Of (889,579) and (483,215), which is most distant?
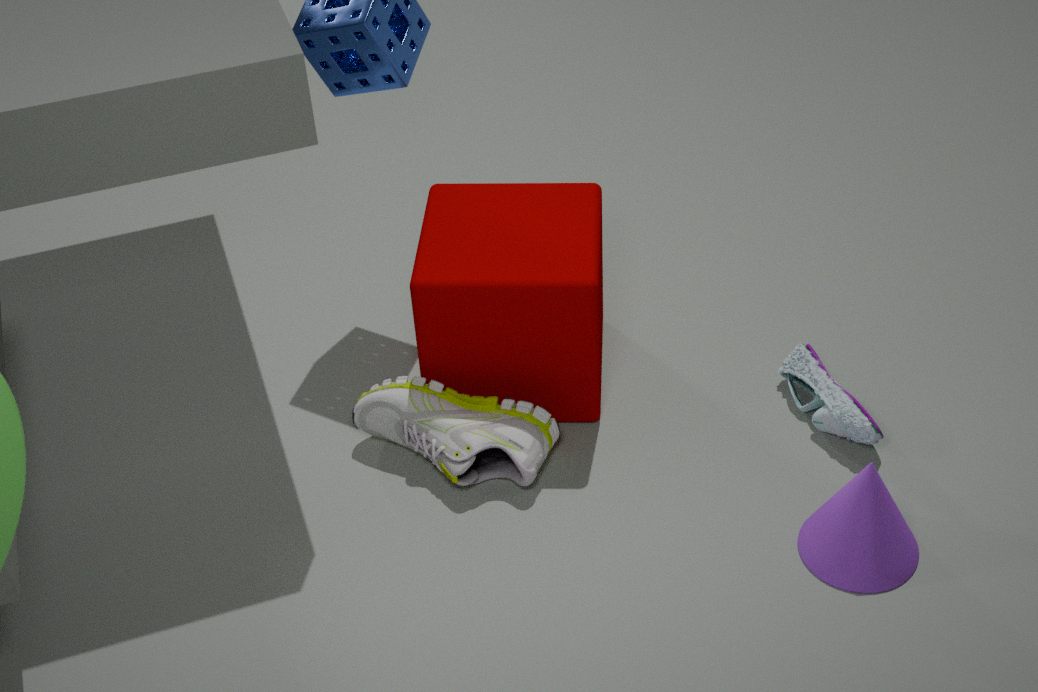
(483,215)
